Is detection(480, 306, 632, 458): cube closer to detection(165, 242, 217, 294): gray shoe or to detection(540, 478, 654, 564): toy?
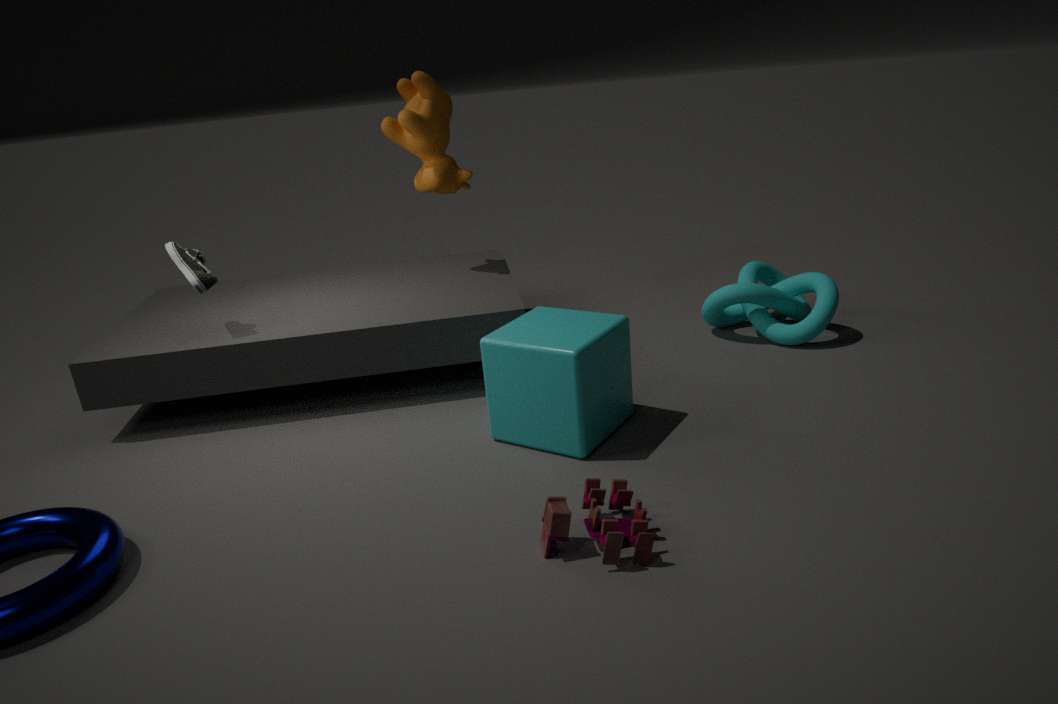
detection(540, 478, 654, 564): toy
